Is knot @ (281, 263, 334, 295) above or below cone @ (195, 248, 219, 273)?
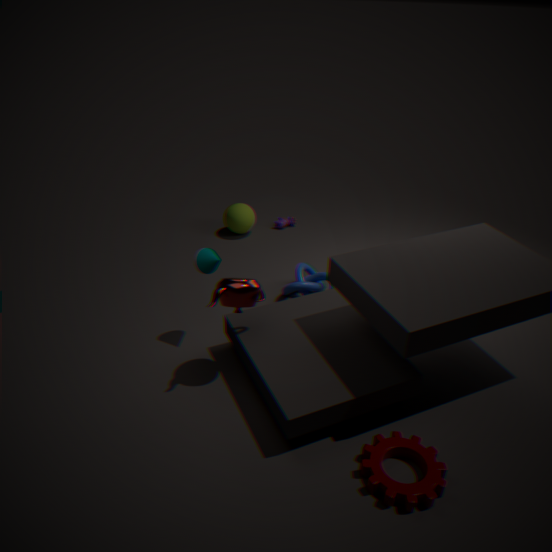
below
